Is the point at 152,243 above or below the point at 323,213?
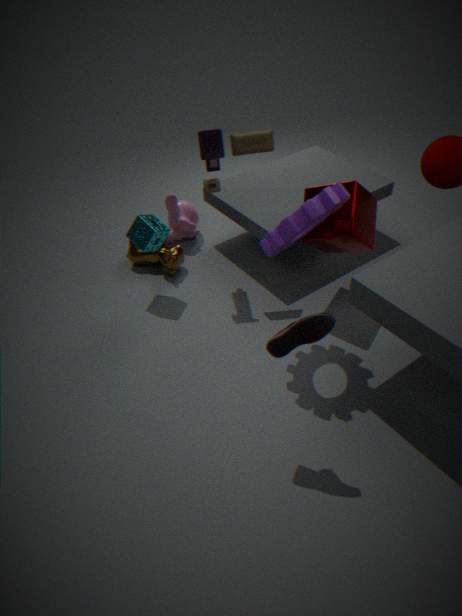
below
